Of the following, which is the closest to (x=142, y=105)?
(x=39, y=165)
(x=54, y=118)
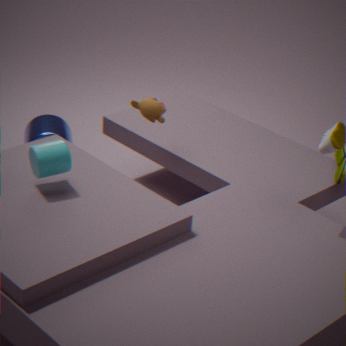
(x=39, y=165)
